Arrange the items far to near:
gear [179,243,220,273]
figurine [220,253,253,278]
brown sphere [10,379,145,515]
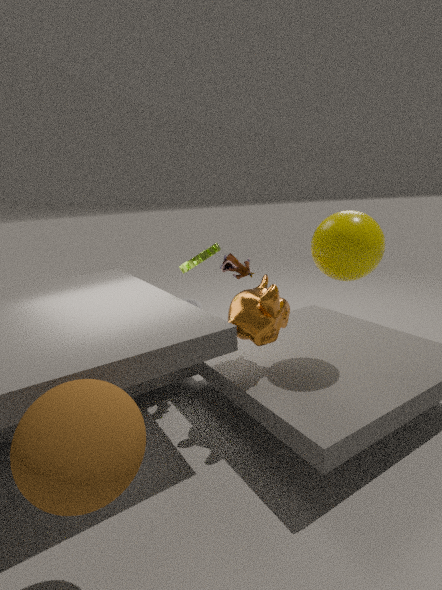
1. figurine [220,253,253,278]
2. gear [179,243,220,273]
3. brown sphere [10,379,145,515]
